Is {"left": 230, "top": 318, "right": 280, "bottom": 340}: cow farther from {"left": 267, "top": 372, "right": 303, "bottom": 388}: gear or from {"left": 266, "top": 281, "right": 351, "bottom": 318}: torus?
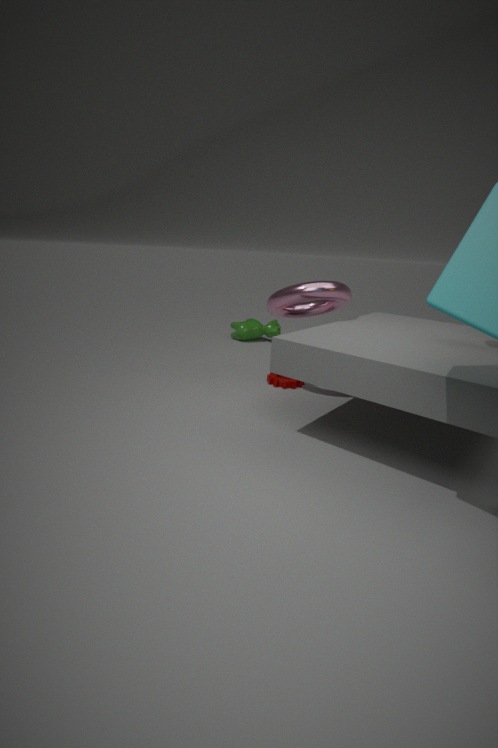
{"left": 266, "top": 281, "right": 351, "bottom": 318}: torus
